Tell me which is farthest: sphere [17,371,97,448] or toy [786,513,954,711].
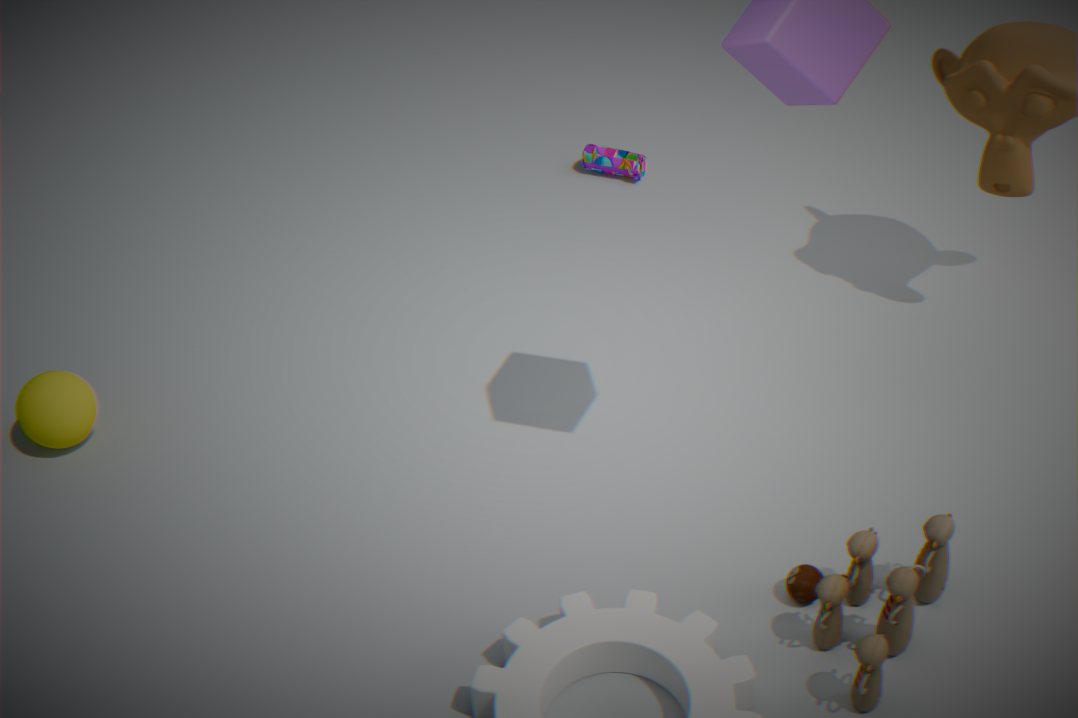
sphere [17,371,97,448]
